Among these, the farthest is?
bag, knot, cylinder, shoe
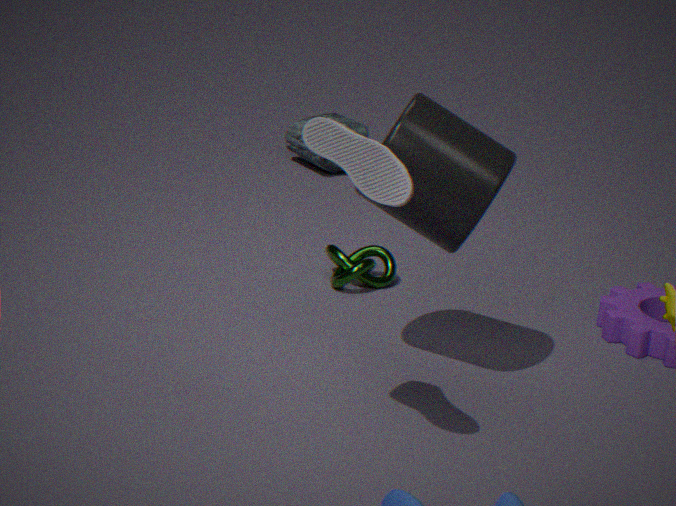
bag
